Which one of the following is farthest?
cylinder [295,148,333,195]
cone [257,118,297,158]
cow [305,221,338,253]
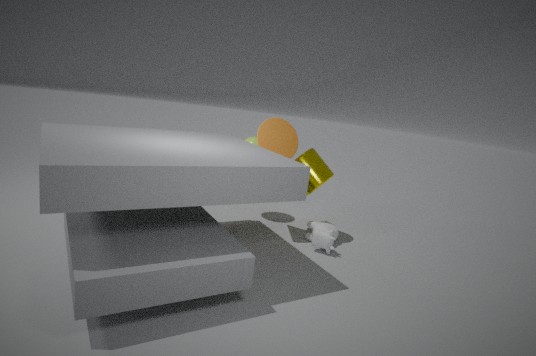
cylinder [295,148,333,195]
